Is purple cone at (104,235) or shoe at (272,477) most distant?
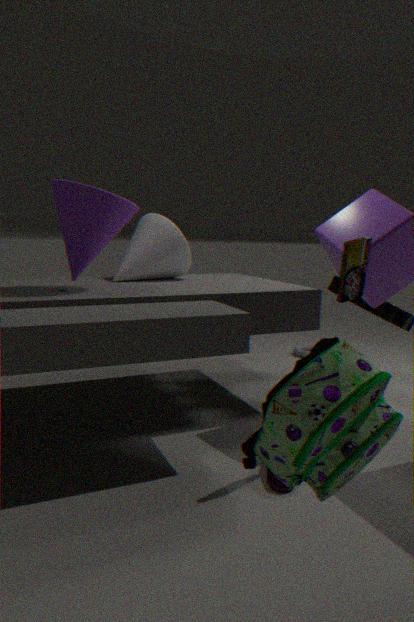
purple cone at (104,235)
